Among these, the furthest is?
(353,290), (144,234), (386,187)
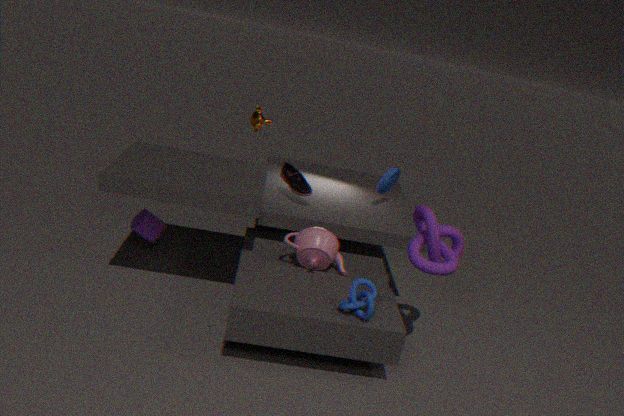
(386,187)
